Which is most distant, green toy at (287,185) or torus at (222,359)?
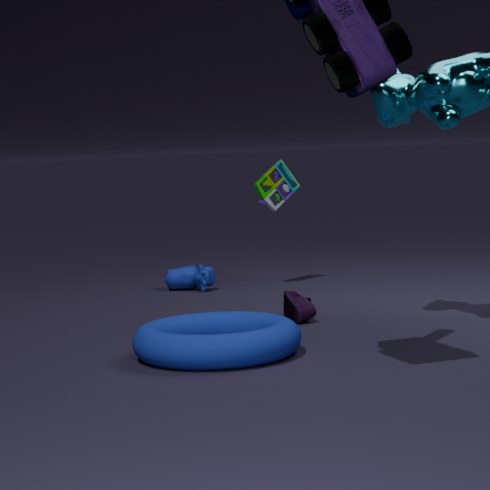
green toy at (287,185)
